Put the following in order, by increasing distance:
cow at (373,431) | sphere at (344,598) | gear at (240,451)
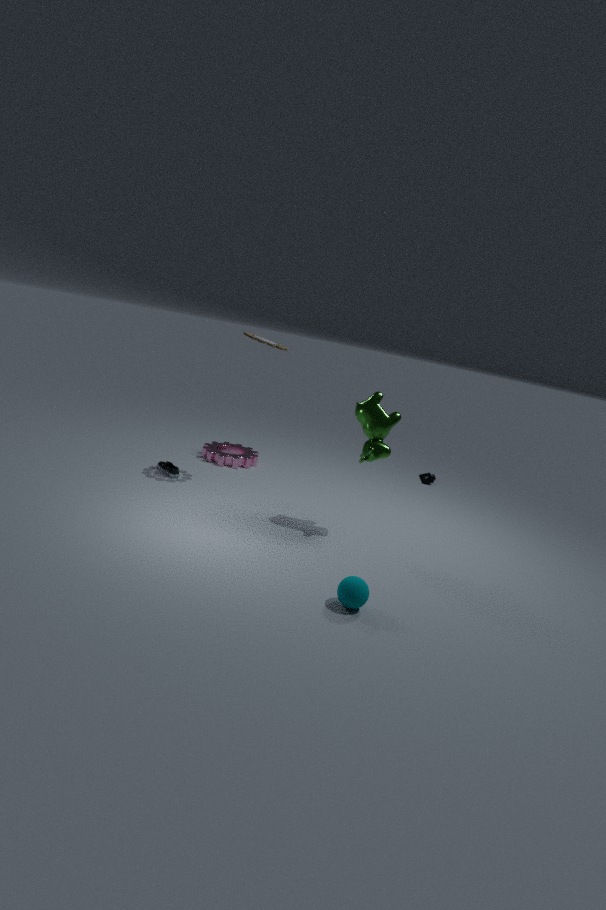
sphere at (344,598) → cow at (373,431) → gear at (240,451)
